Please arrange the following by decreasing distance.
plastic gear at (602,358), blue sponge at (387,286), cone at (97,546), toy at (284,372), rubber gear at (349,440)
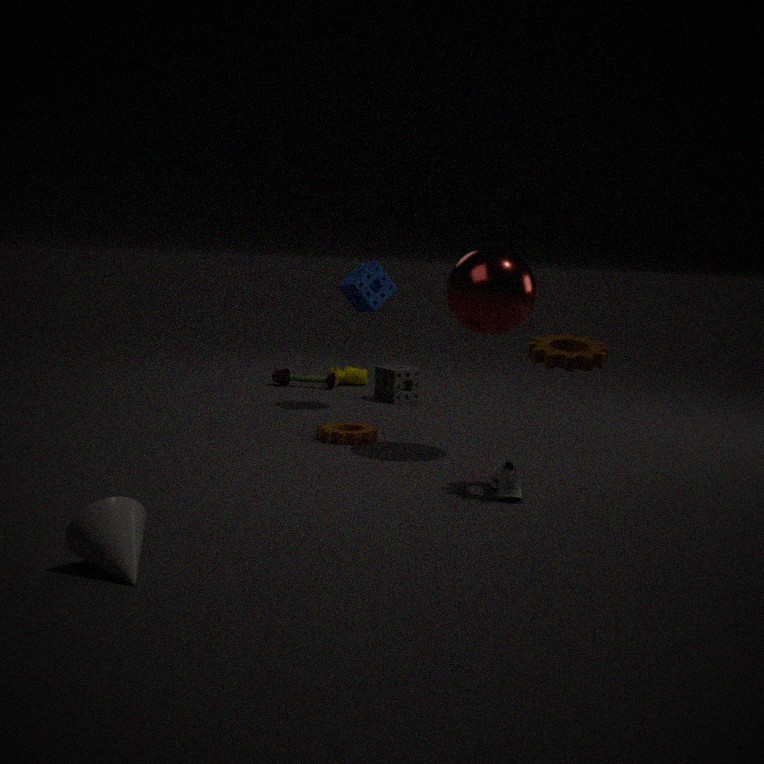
toy at (284,372) < blue sponge at (387,286) < rubber gear at (349,440) < plastic gear at (602,358) < cone at (97,546)
